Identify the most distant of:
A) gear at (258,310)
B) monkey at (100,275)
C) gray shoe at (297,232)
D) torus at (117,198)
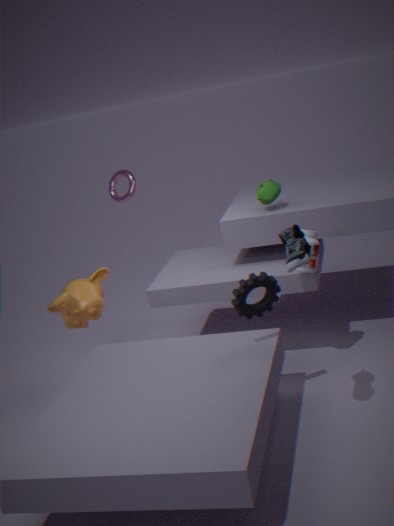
torus at (117,198)
